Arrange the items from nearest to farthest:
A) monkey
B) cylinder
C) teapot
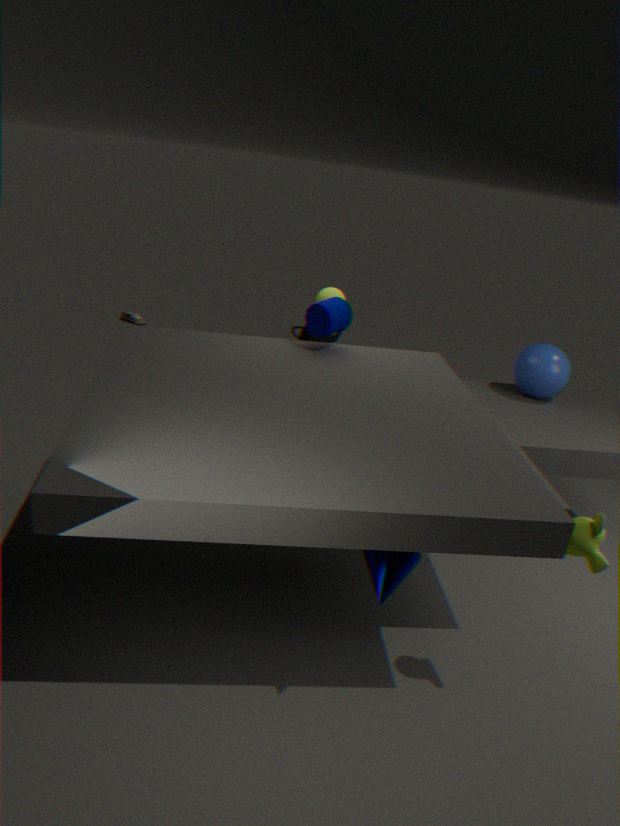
monkey → cylinder → teapot
